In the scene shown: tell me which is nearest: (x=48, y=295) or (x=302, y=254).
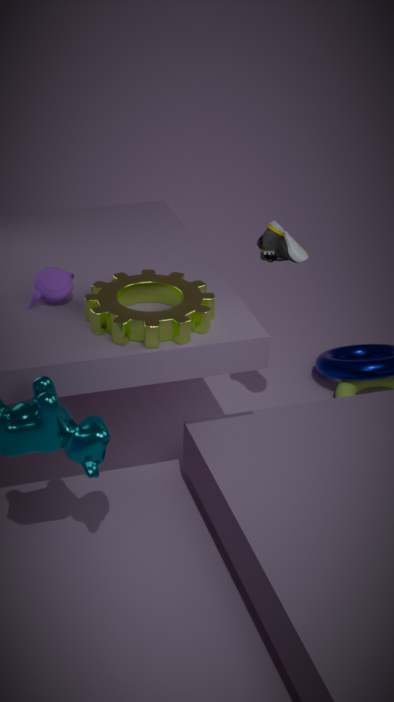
(x=48, y=295)
